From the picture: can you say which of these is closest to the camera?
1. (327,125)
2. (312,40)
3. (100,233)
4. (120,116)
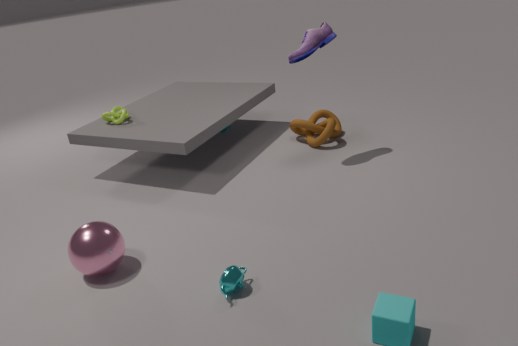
(100,233)
